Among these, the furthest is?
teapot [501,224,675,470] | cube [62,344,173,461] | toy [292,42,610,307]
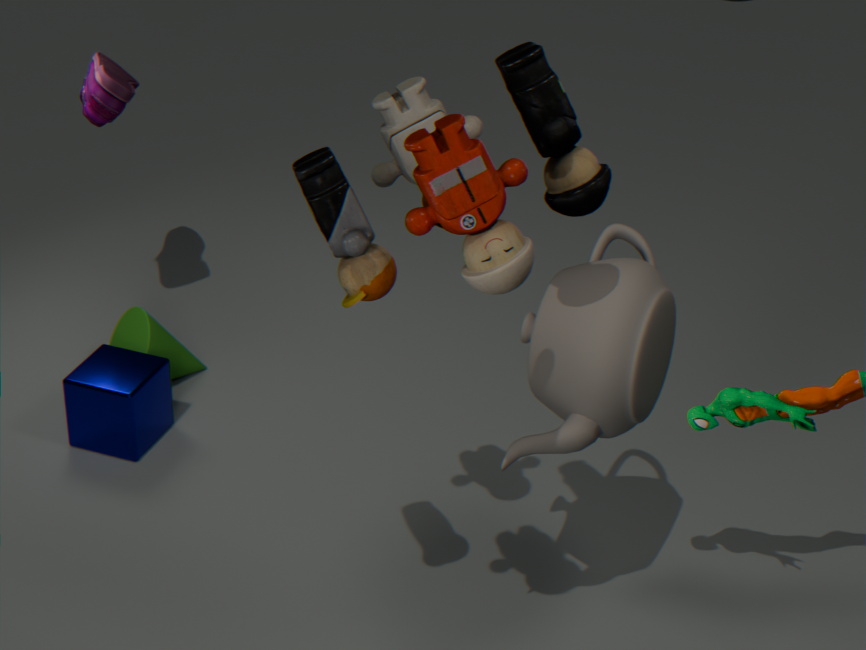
cube [62,344,173,461]
